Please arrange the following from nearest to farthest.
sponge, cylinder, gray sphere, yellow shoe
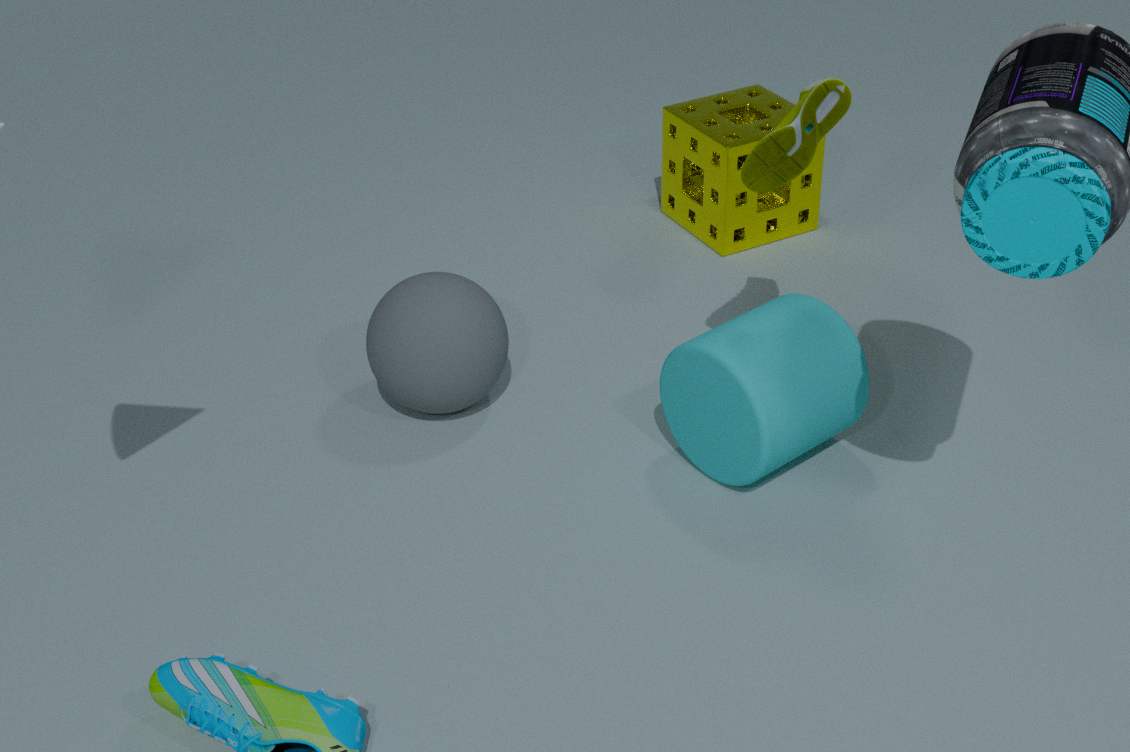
1. yellow shoe
2. cylinder
3. gray sphere
4. sponge
